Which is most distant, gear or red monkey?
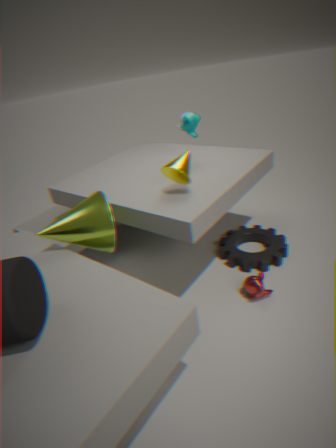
gear
